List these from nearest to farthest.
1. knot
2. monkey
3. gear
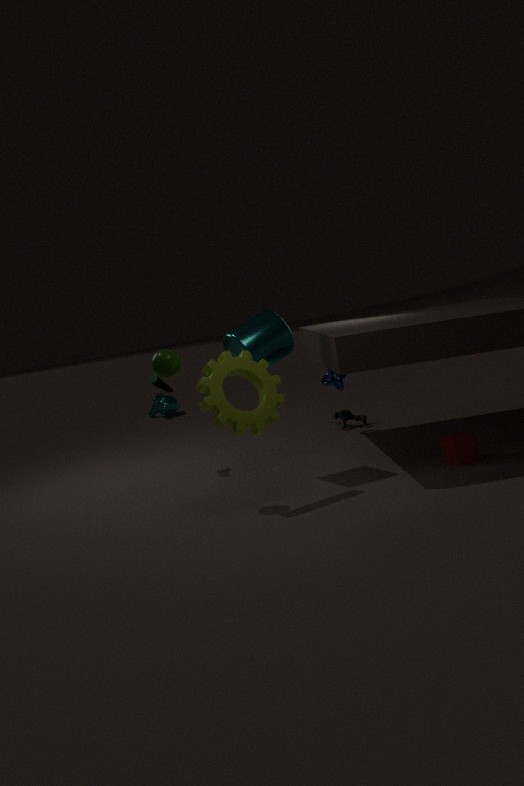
1. gear
2. knot
3. monkey
